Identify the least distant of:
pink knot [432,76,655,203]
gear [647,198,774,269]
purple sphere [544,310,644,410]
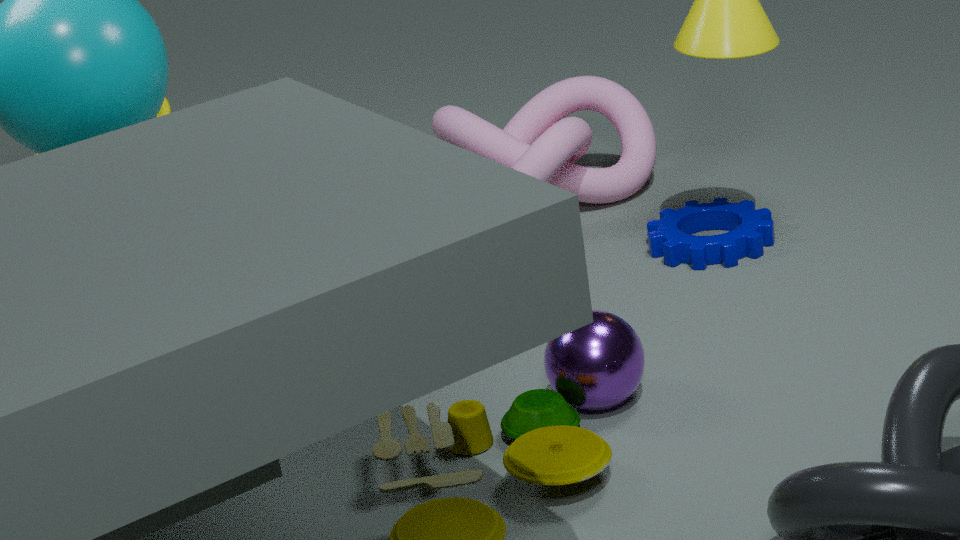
purple sphere [544,310,644,410]
